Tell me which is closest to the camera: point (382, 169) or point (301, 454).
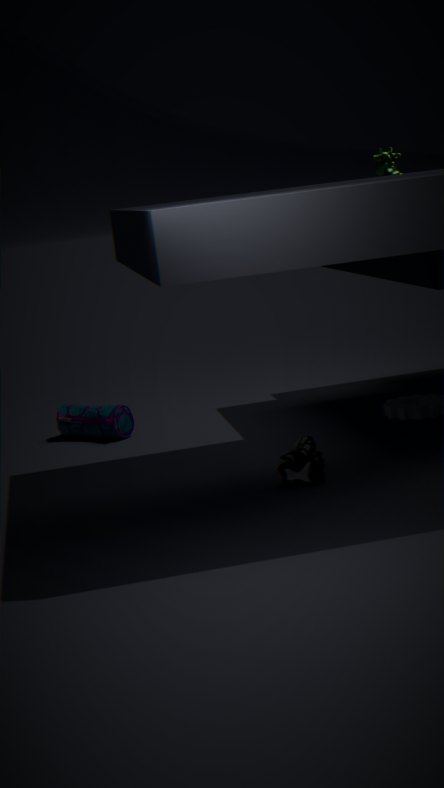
point (301, 454)
